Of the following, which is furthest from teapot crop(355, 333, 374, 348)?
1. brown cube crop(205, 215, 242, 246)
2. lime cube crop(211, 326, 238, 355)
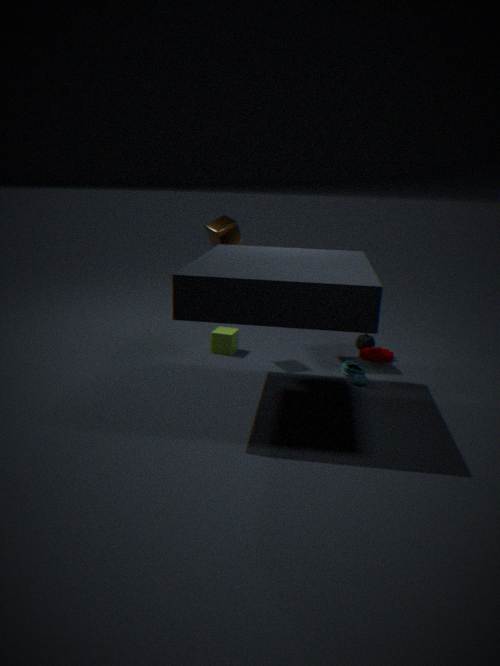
brown cube crop(205, 215, 242, 246)
